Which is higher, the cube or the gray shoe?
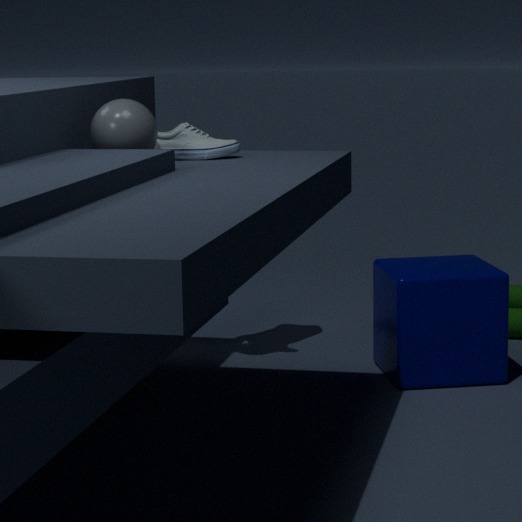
the gray shoe
